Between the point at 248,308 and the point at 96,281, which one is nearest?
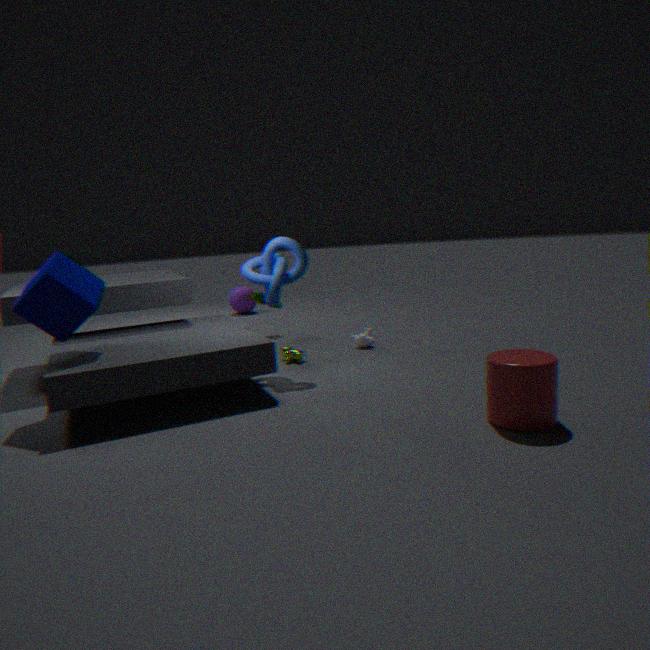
the point at 96,281
